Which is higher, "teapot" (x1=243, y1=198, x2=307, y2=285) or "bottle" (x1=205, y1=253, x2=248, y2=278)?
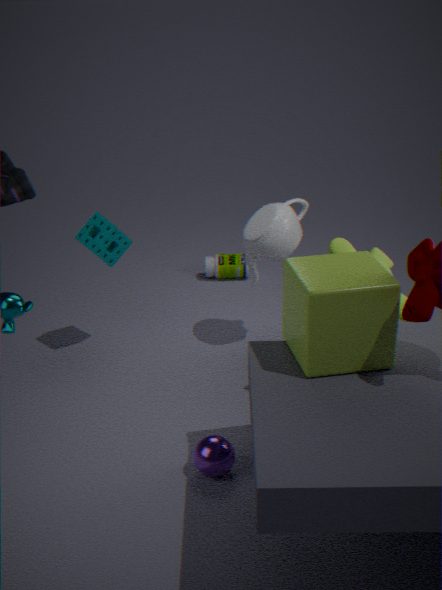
"teapot" (x1=243, y1=198, x2=307, y2=285)
